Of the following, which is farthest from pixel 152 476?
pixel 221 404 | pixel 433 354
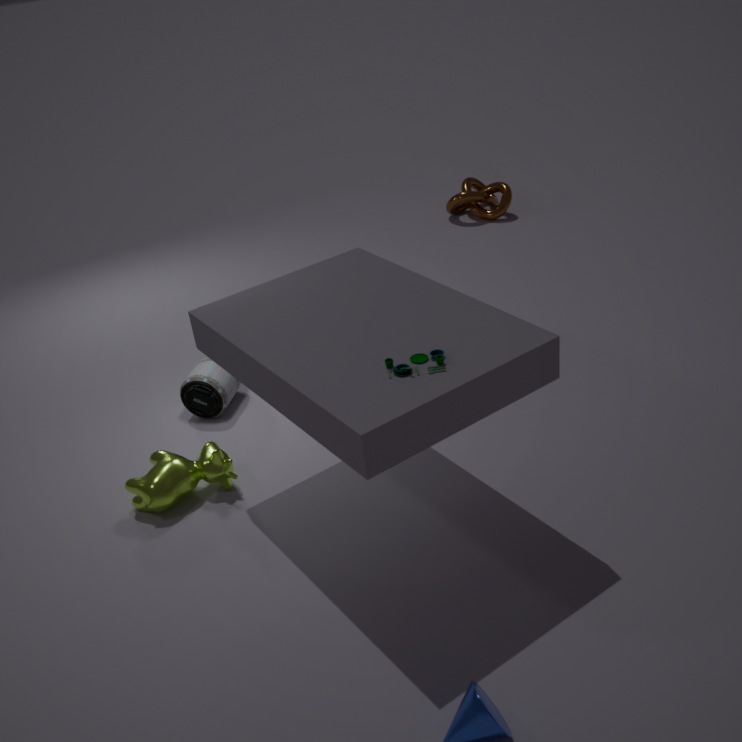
pixel 433 354
